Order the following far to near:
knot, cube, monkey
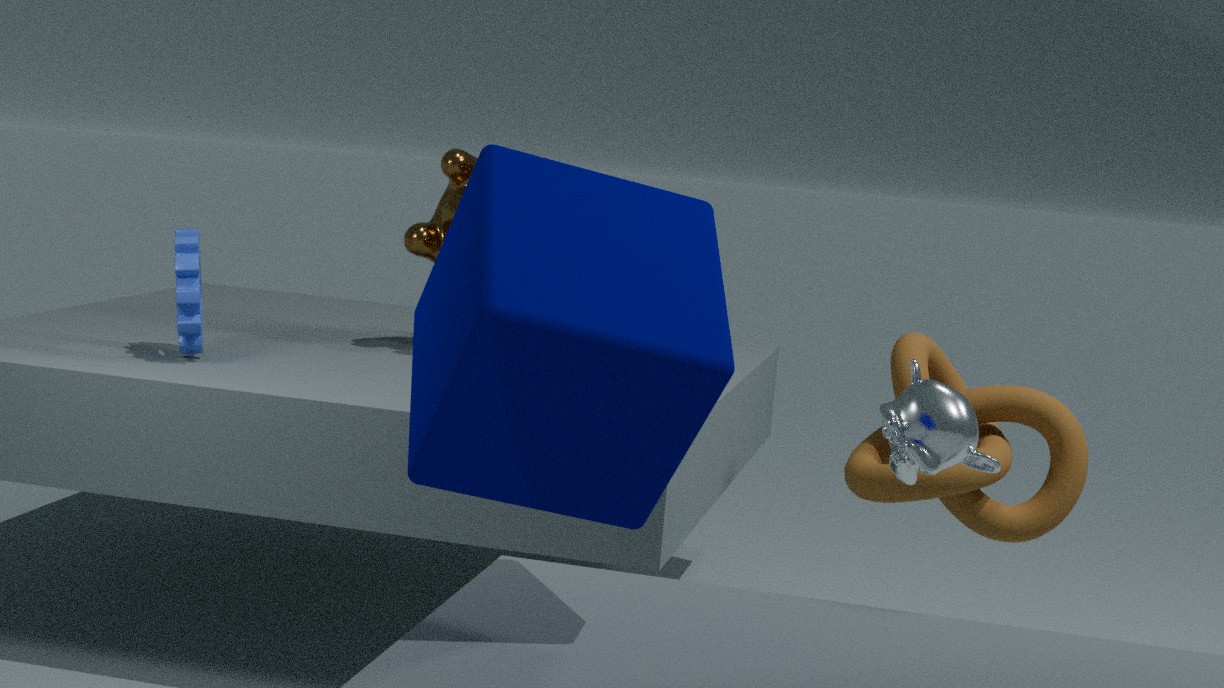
knot
monkey
cube
